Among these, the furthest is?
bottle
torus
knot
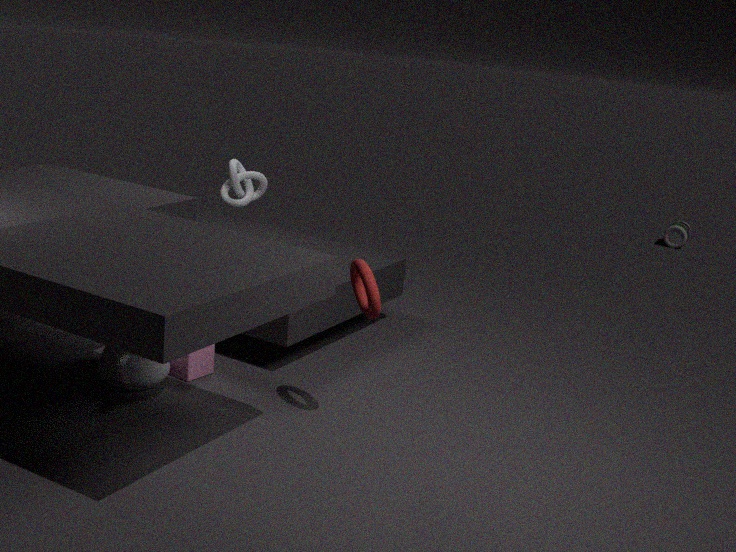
bottle
